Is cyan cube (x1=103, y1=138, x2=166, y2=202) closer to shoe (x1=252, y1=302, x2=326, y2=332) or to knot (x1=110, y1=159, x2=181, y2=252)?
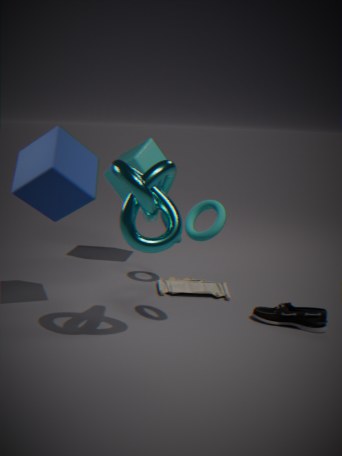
knot (x1=110, y1=159, x2=181, y2=252)
